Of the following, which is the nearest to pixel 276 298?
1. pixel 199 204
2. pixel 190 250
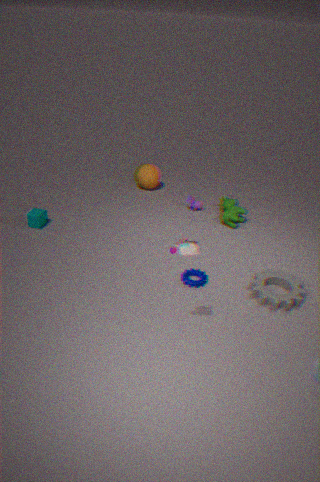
pixel 190 250
